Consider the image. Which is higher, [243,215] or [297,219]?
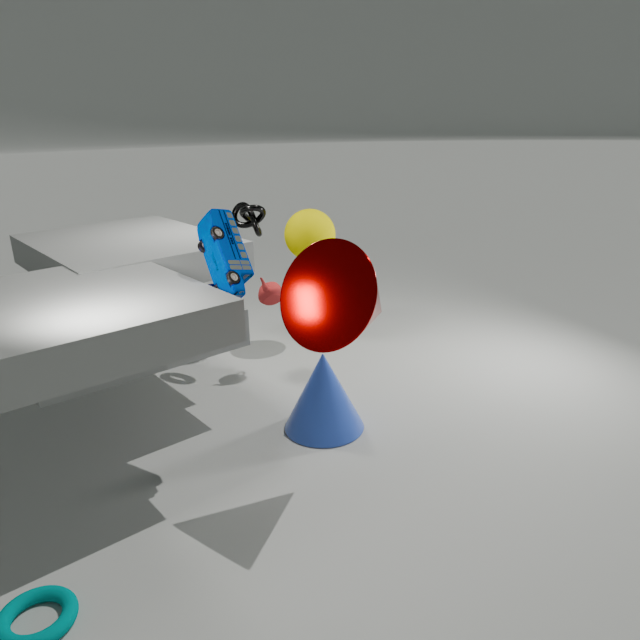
[243,215]
